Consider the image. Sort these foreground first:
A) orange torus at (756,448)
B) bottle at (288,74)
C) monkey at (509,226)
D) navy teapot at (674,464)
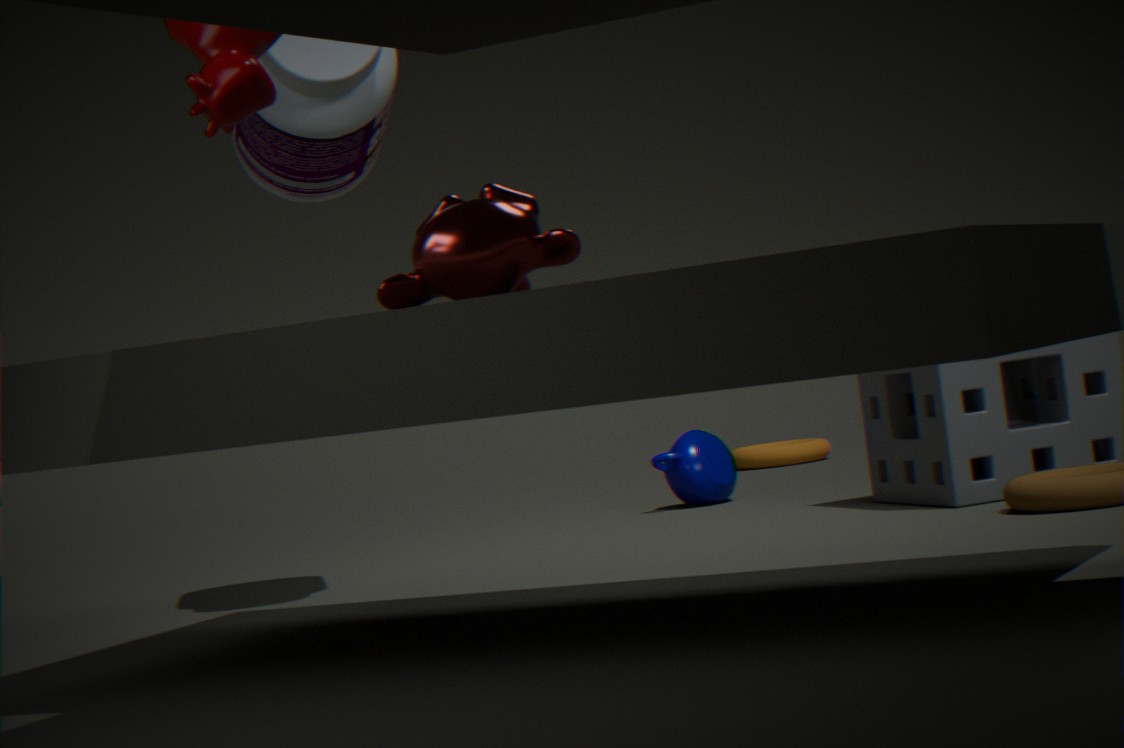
monkey at (509,226), bottle at (288,74), navy teapot at (674,464), orange torus at (756,448)
